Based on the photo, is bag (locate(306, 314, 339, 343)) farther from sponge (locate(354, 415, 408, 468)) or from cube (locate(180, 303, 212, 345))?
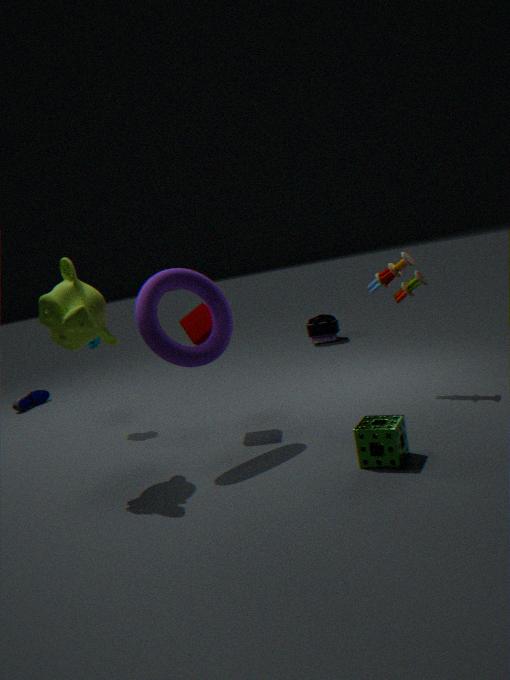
sponge (locate(354, 415, 408, 468))
